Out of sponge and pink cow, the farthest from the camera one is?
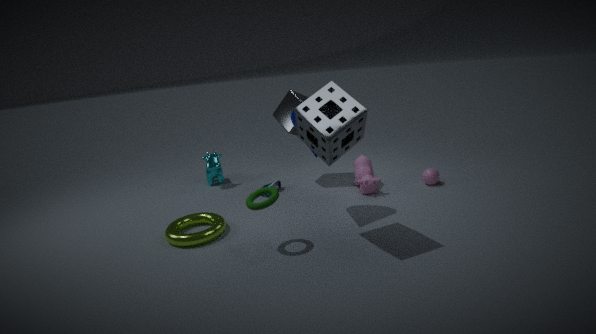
pink cow
